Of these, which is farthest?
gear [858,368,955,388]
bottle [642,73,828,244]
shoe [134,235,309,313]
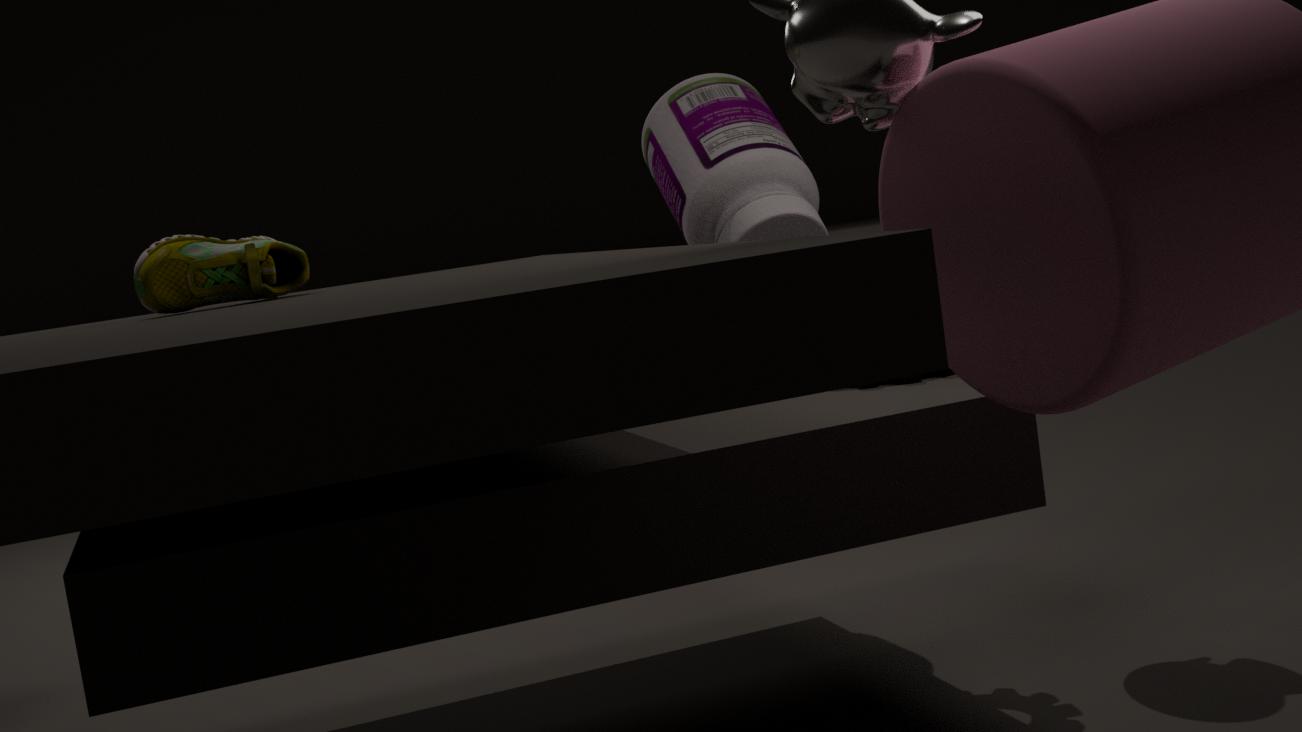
bottle [642,73,828,244]
